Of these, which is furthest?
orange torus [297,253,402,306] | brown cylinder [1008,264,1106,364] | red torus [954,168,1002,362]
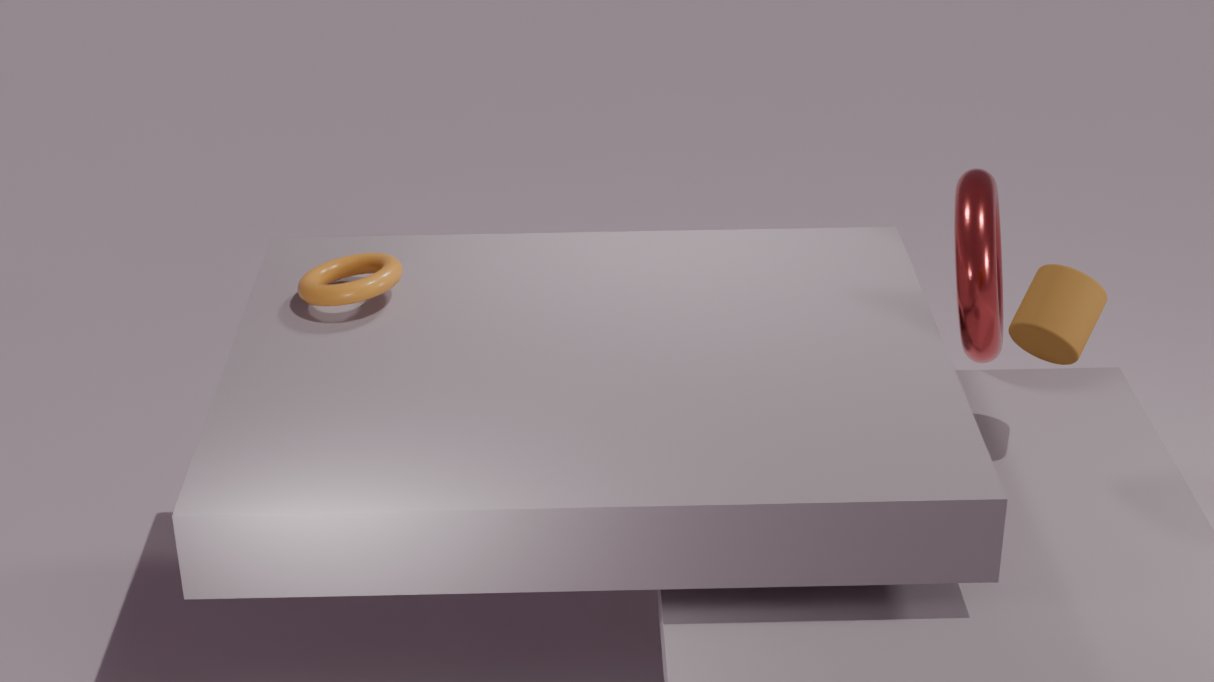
red torus [954,168,1002,362]
